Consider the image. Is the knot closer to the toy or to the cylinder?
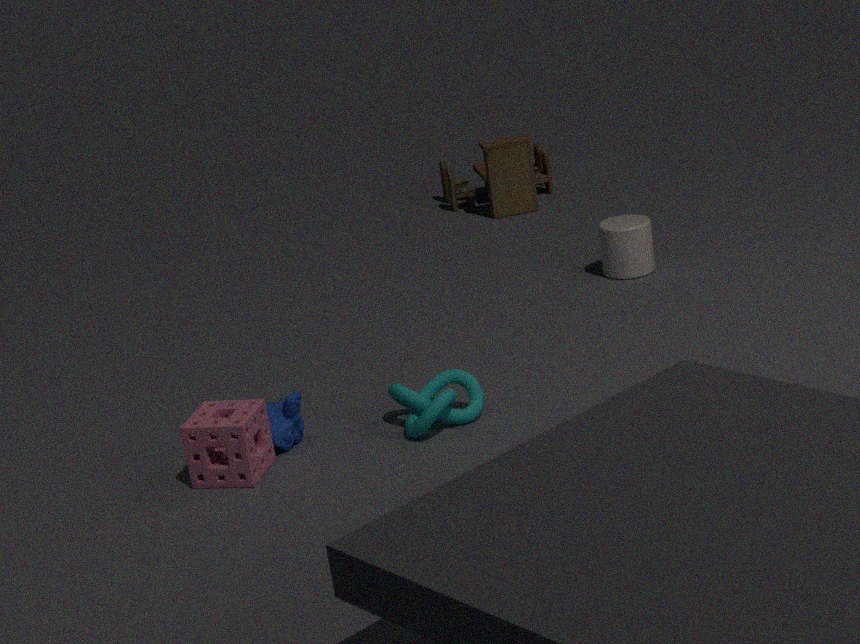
the cylinder
